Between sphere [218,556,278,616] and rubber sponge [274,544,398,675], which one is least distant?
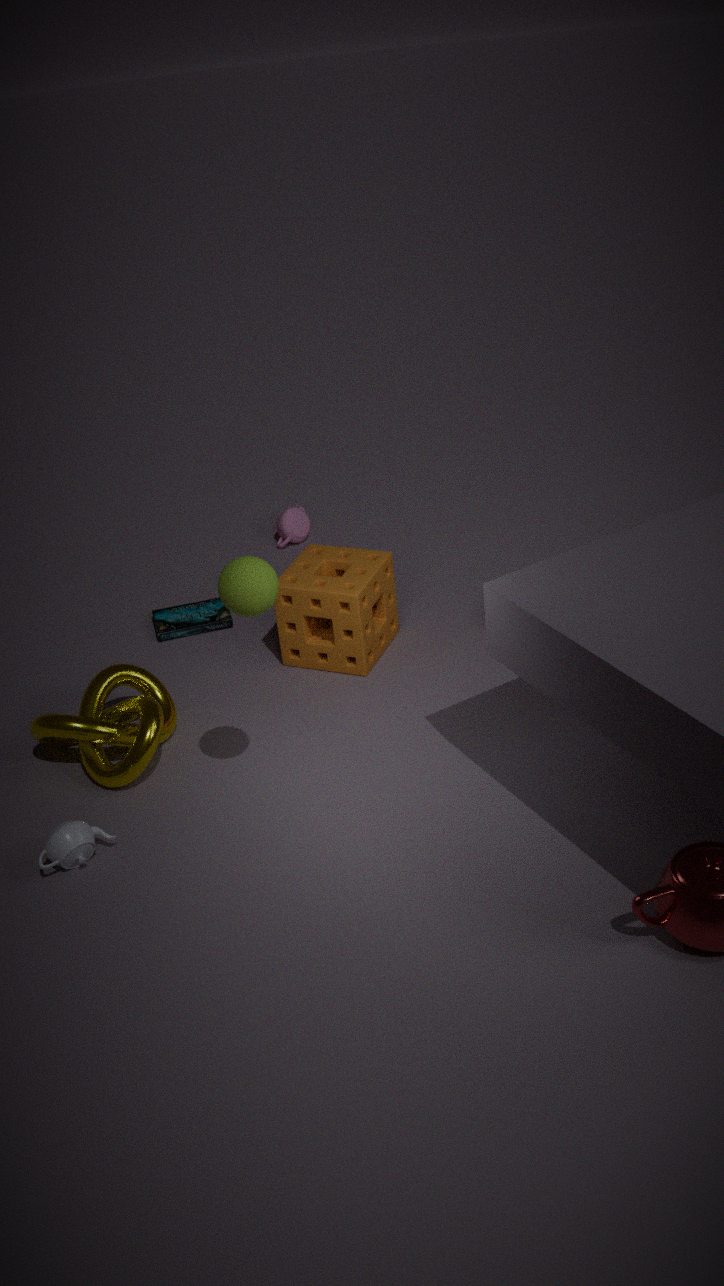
sphere [218,556,278,616]
